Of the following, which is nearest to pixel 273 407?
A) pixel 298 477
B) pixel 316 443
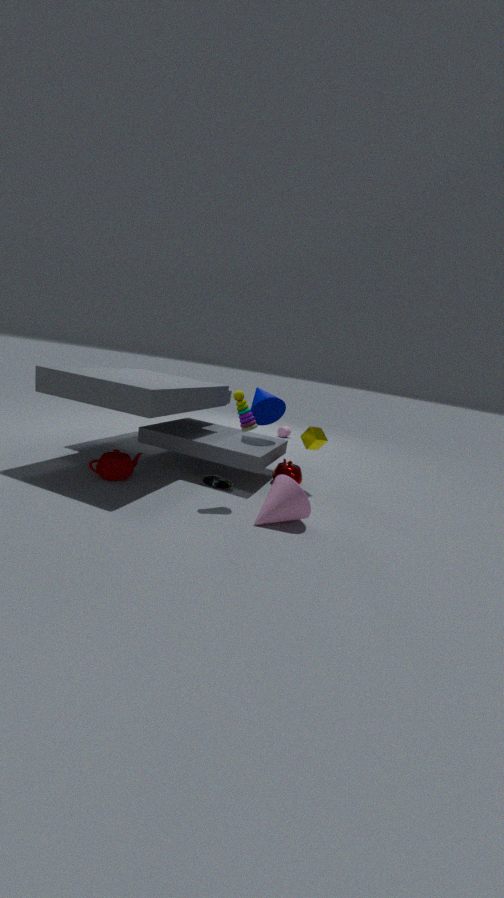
pixel 316 443
